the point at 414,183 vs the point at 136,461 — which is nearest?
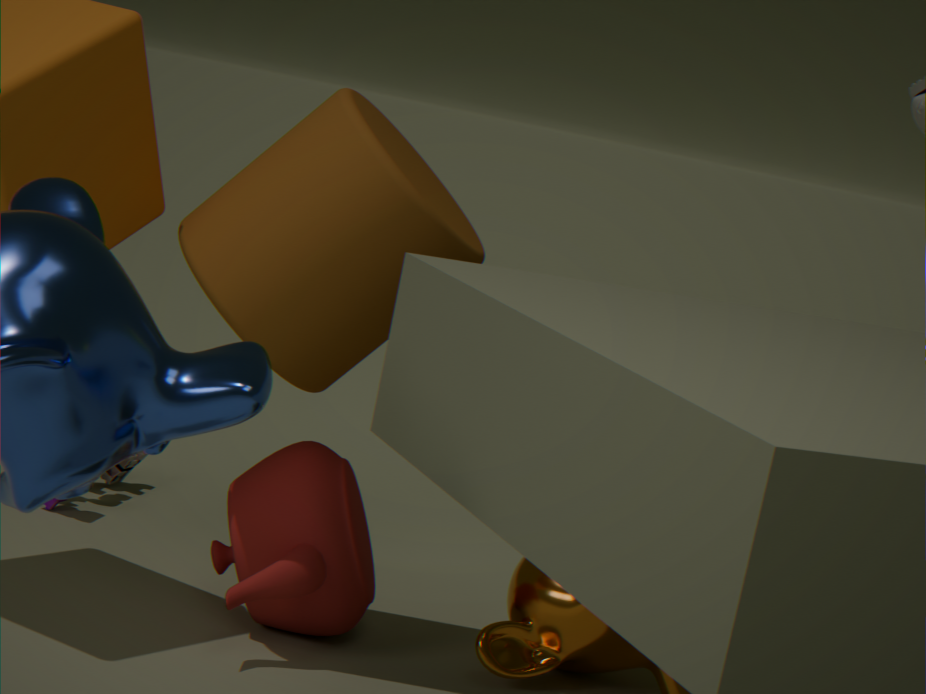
the point at 414,183
